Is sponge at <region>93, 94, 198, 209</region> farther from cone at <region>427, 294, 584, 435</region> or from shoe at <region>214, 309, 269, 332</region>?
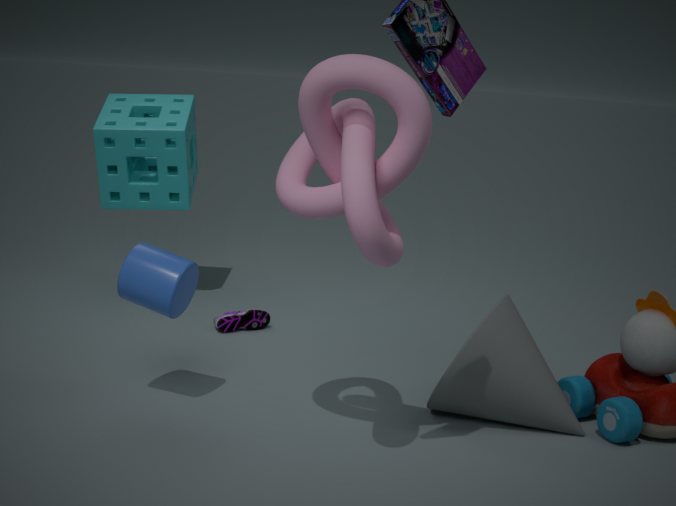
cone at <region>427, 294, 584, 435</region>
